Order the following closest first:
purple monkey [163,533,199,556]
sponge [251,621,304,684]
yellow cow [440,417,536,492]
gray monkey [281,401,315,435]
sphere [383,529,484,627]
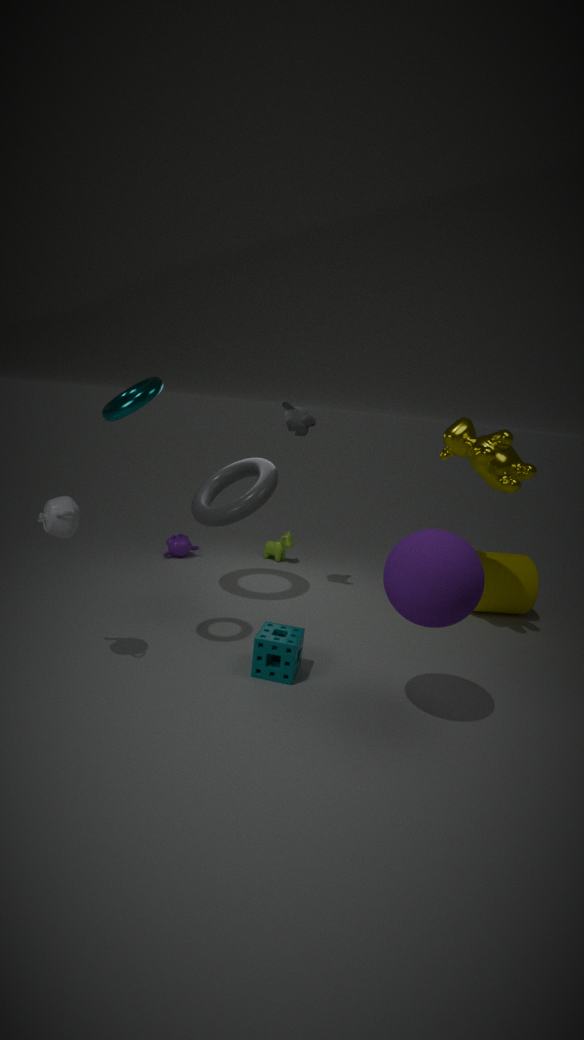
sphere [383,529,484,627] < sponge [251,621,304,684] < yellow cow [440,417,536,492] < gray monkey [281,401,315,435] < purple monkey [163,533,199,556]
